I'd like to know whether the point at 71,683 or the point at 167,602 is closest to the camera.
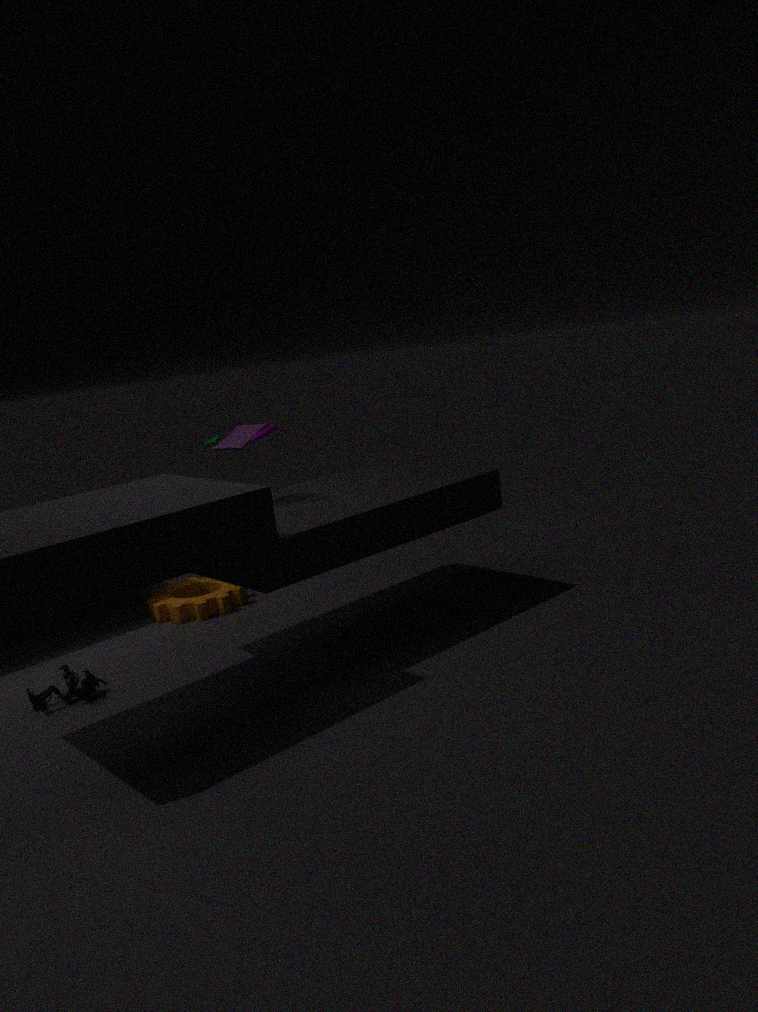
the point at 71,683
